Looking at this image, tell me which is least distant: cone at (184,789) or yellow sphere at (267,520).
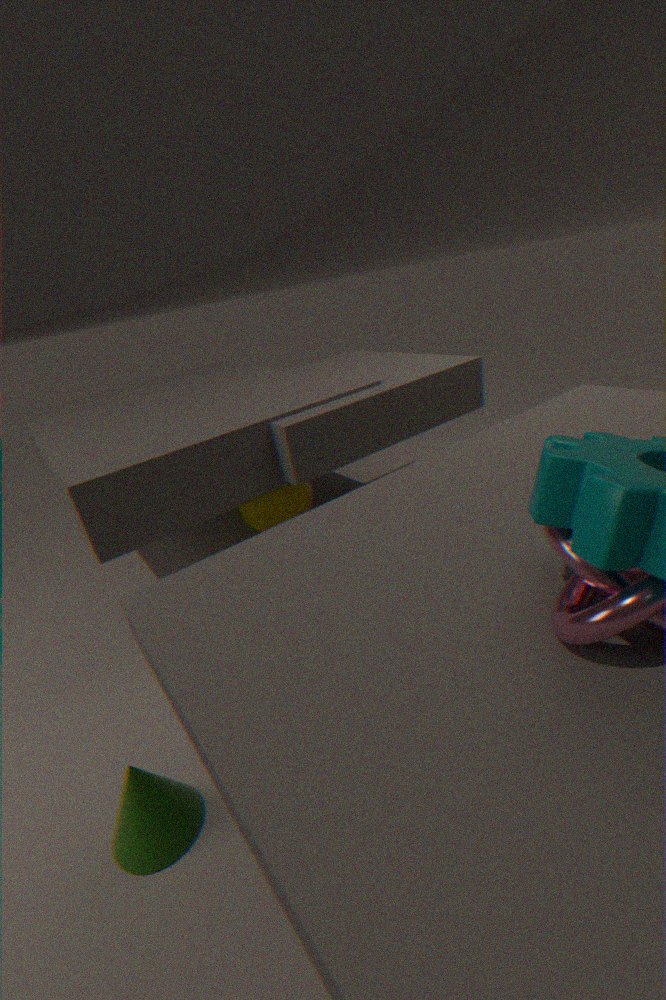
cone at (184,789)
